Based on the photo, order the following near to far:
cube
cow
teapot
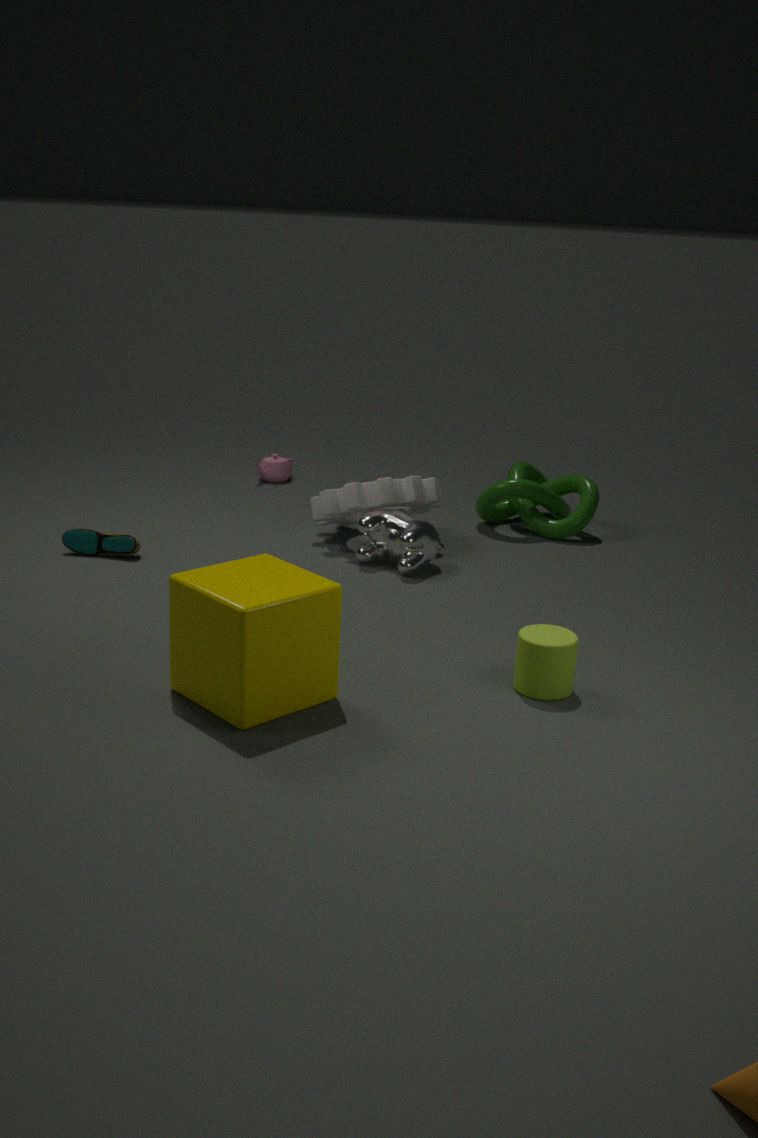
1. cube
2. cow
3. teapot
